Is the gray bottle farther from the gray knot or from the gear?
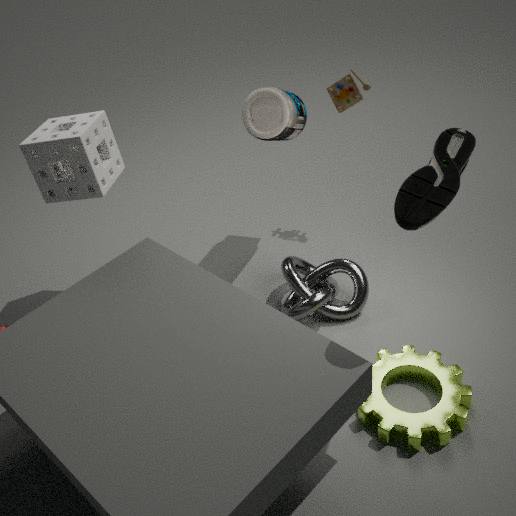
the gear
